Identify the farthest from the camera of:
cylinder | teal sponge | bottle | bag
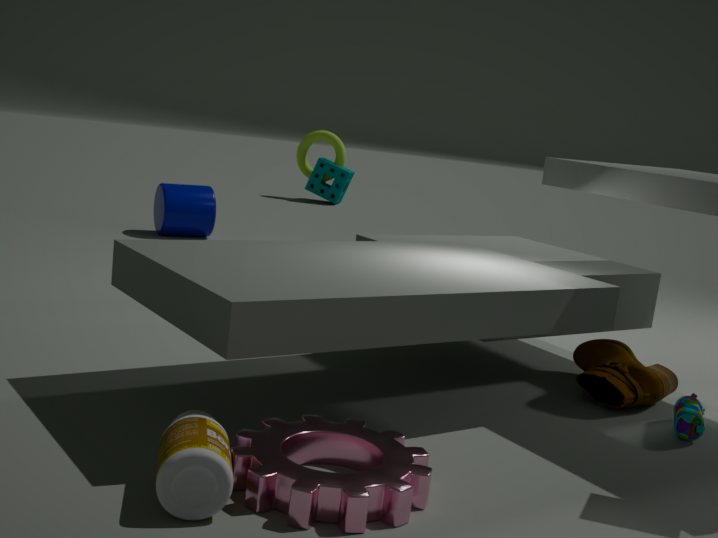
teal sponge
